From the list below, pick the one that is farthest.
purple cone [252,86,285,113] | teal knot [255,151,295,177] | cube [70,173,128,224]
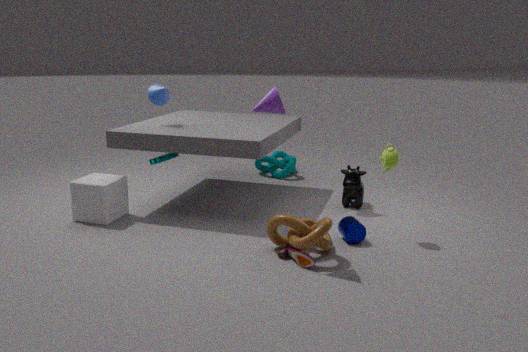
teal knot [255,151,295,177]
